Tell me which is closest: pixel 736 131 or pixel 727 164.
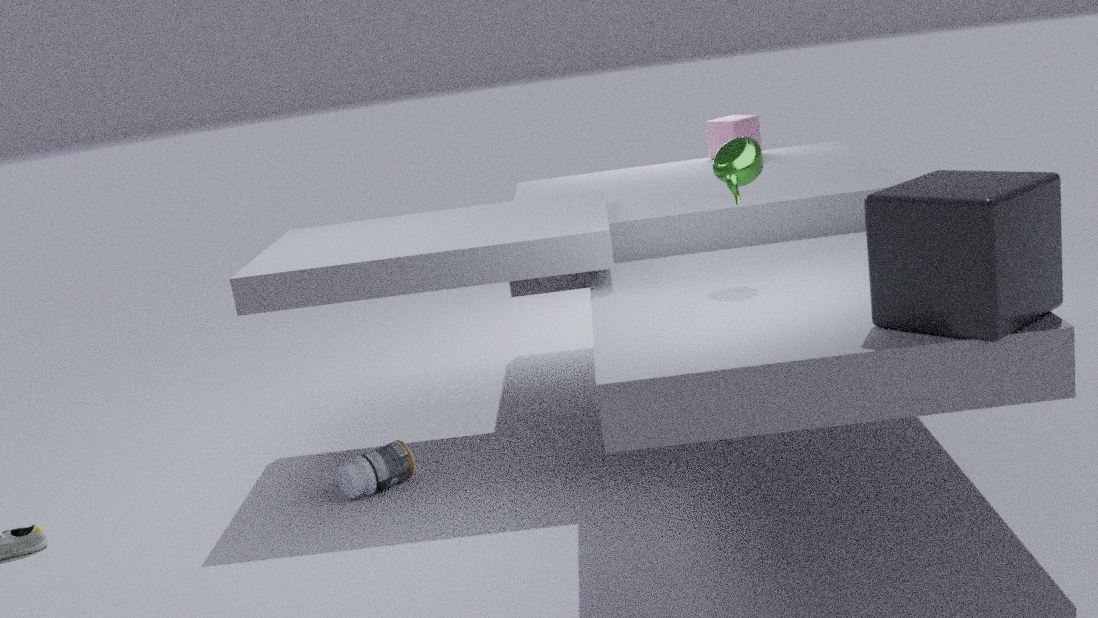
pixel 727 164
